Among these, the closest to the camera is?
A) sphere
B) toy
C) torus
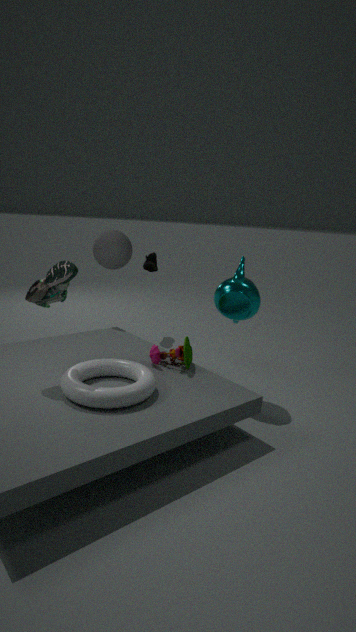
torus
